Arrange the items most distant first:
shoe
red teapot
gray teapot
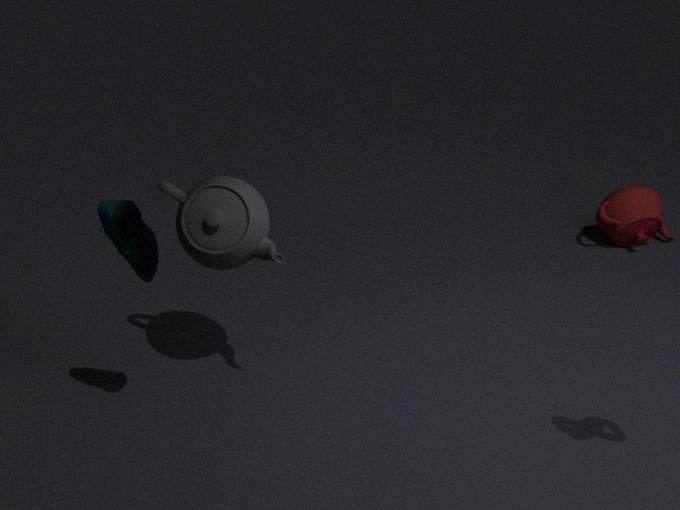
1. red teapot
2. gray teapot
3. shoe
